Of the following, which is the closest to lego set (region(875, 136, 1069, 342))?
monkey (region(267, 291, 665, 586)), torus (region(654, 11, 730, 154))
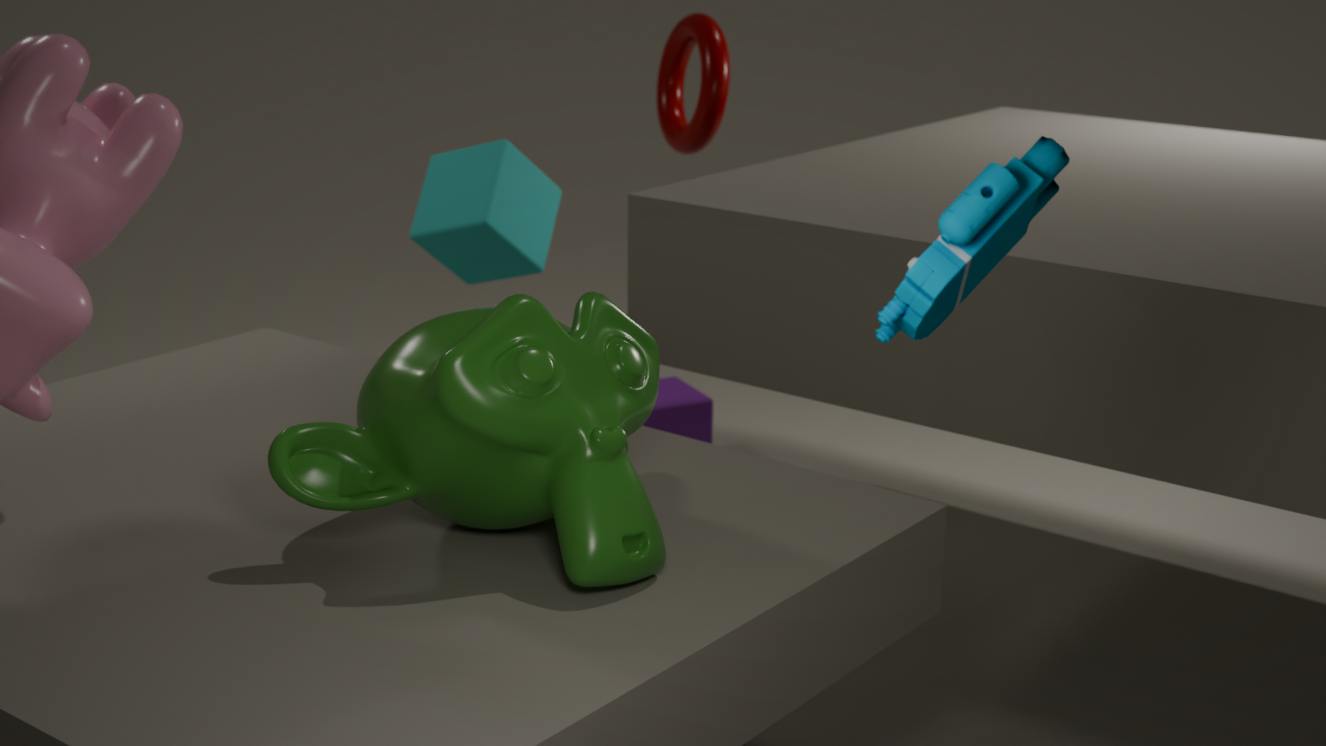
monkey (region(267, 291, 665, 586))
